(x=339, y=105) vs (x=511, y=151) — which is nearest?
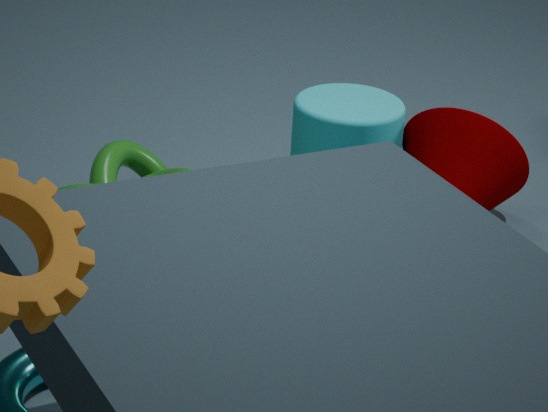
(x=511, y=151)
